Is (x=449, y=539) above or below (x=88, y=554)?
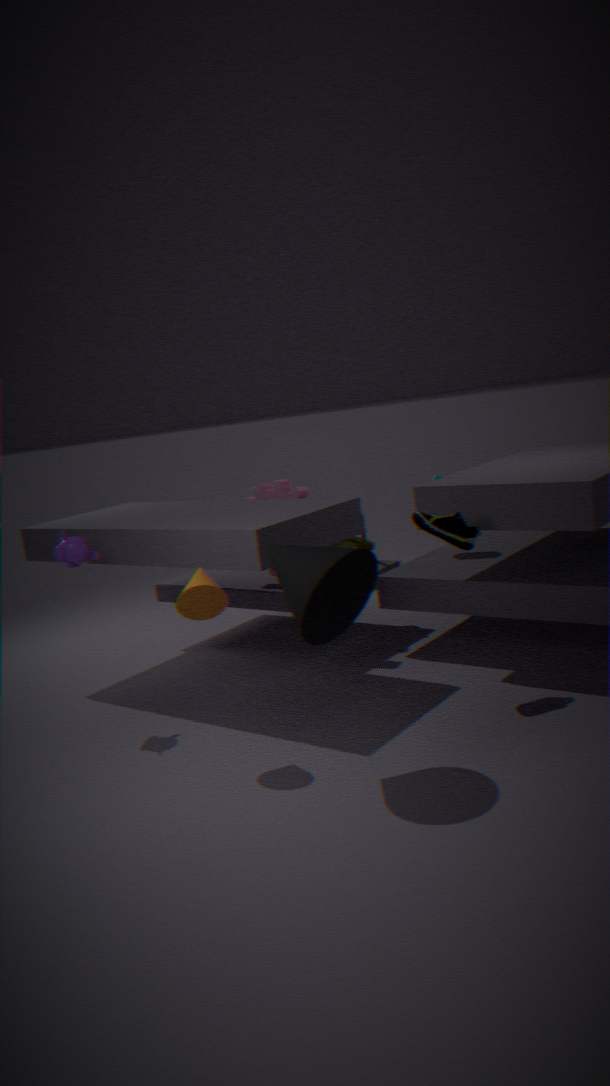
below
